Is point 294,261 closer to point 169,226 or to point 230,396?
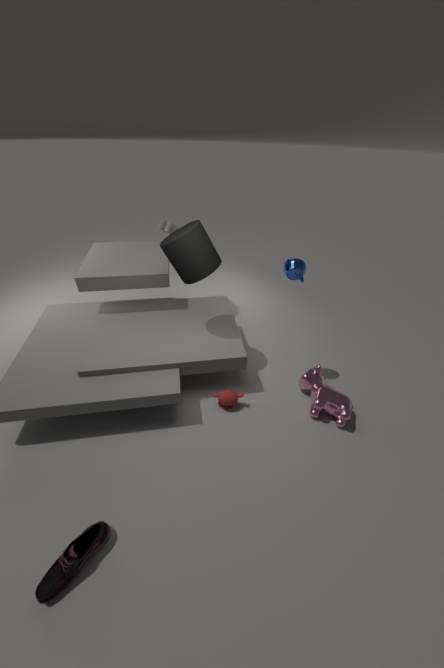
point 230,396
